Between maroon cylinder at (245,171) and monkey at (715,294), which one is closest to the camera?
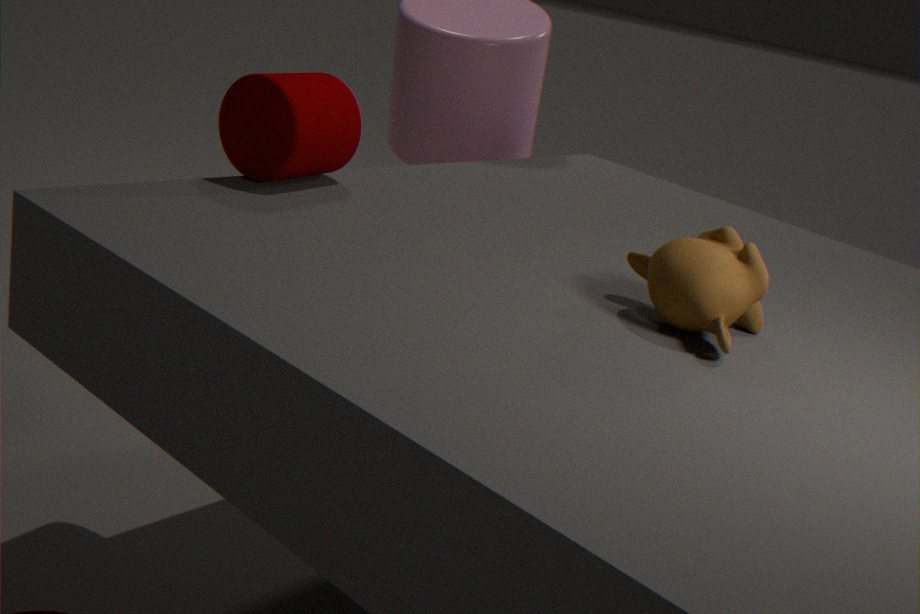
monkey at (715,294)
